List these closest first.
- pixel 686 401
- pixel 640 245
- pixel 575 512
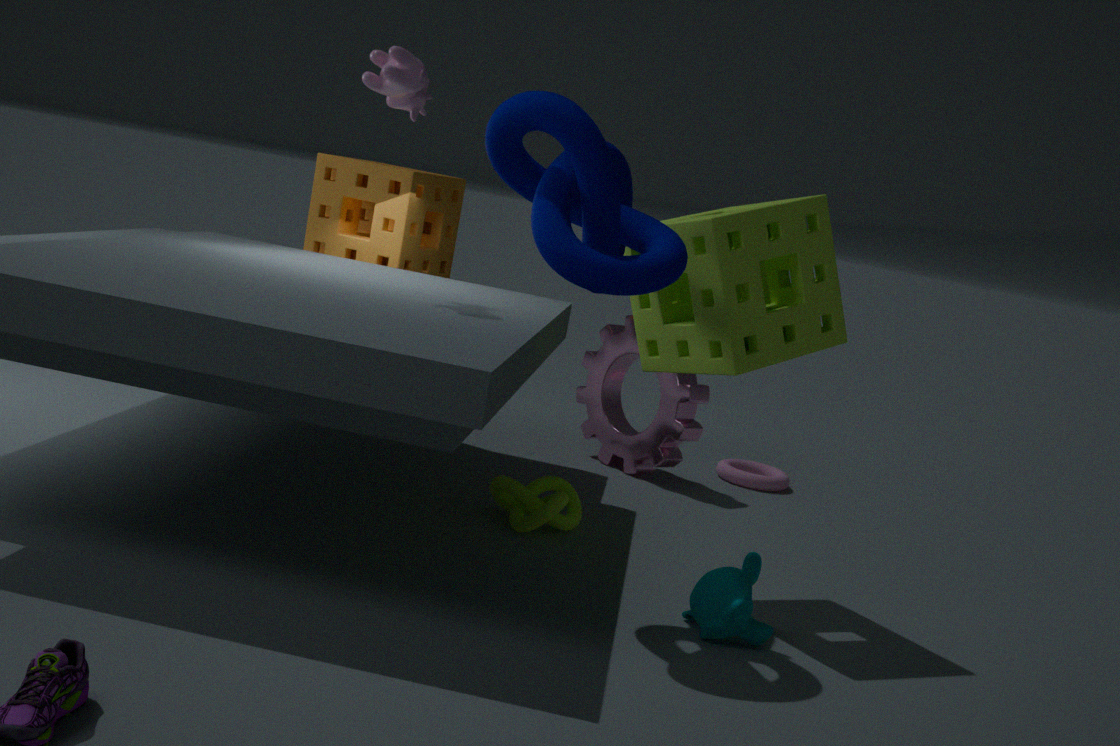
1. pixel 640 245
2. pixel 575 512
3. pixel 686 401
